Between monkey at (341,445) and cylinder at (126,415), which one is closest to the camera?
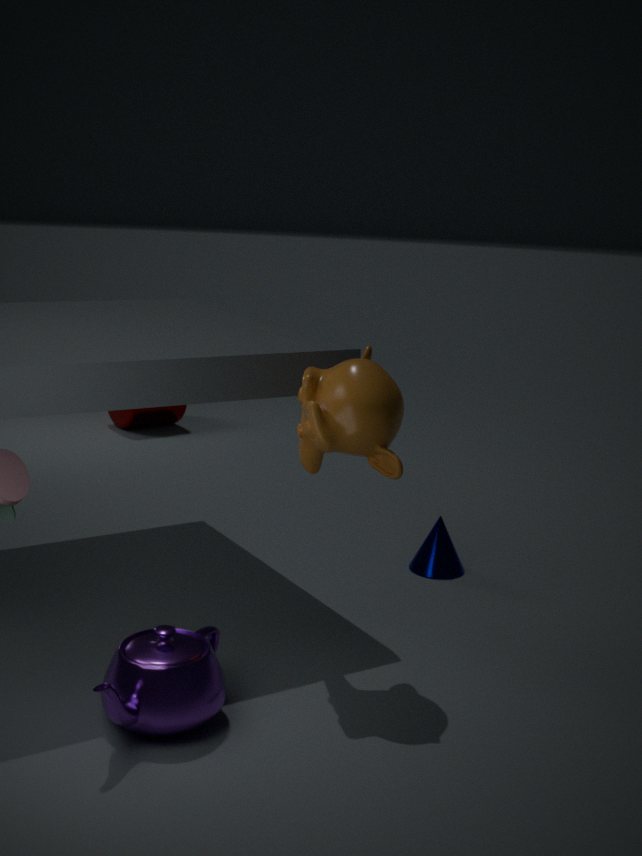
monkey at (341,445)
